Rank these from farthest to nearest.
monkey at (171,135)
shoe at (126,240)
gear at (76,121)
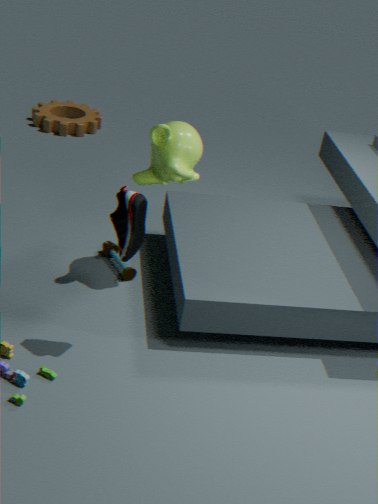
gear at (76,121)
monkey at (171,135)
shoe at (126,240)
